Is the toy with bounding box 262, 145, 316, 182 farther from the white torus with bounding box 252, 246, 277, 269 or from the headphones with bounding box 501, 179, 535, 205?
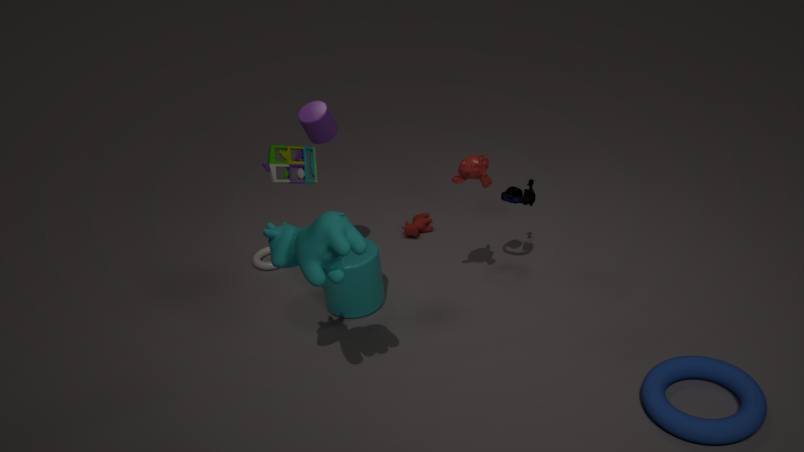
the white torus with bounding box 252, 246, 277, 269
